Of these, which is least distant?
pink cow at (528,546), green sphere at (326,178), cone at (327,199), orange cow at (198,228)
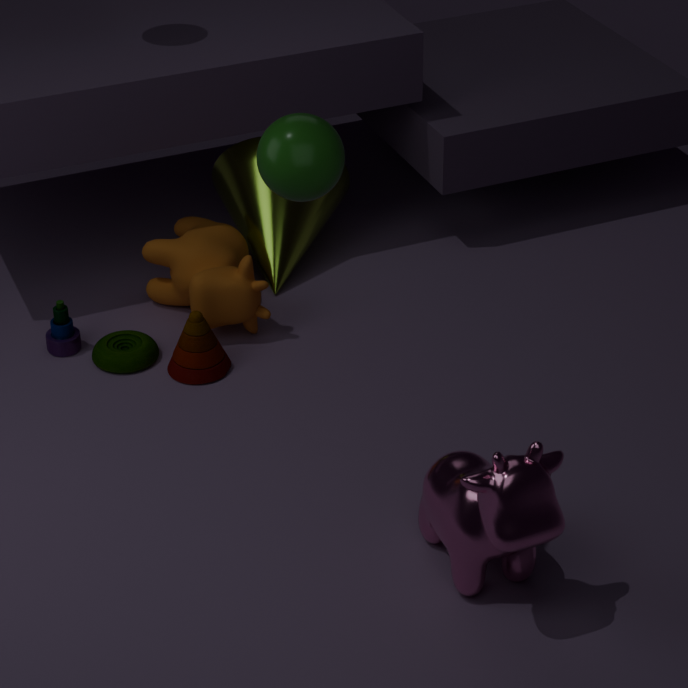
green sphere at (326,178)
